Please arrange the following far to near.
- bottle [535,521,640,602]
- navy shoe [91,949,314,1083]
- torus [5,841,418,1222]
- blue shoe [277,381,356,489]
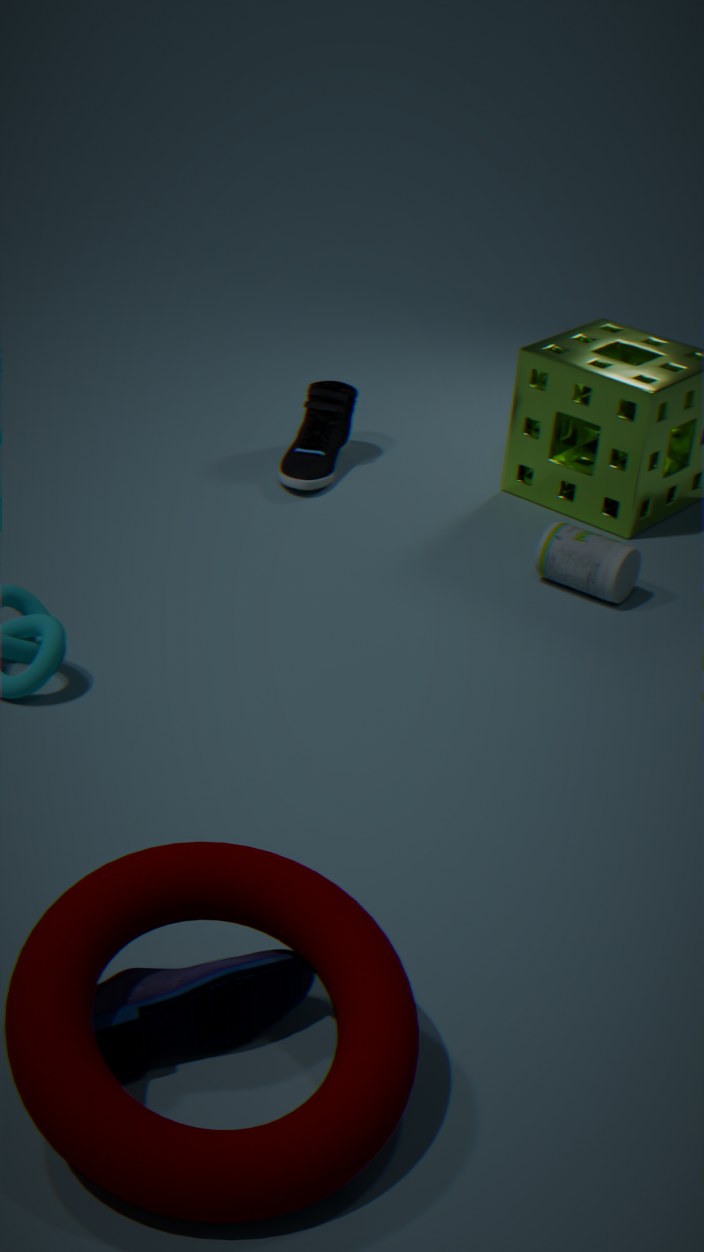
blue shoe [277,381,356,489]
bottle [535,521,640,602]
navy shoe [91,949,314,1083]
torus [5,841,418,1222]
